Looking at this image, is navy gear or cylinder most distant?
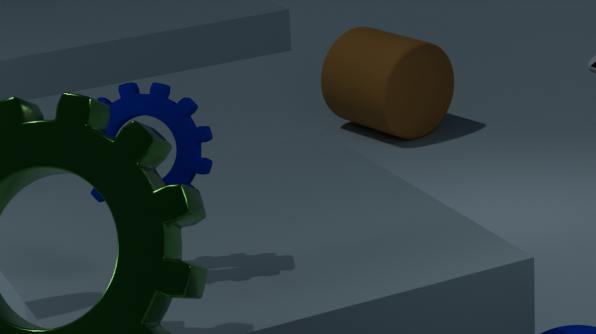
cylinder
